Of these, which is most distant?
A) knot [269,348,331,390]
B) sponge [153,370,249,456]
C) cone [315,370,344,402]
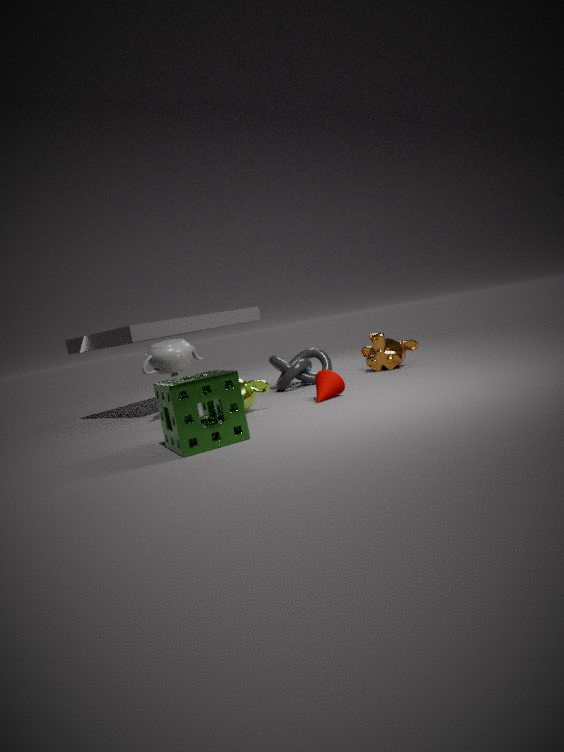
knot [269,348,331,390]
